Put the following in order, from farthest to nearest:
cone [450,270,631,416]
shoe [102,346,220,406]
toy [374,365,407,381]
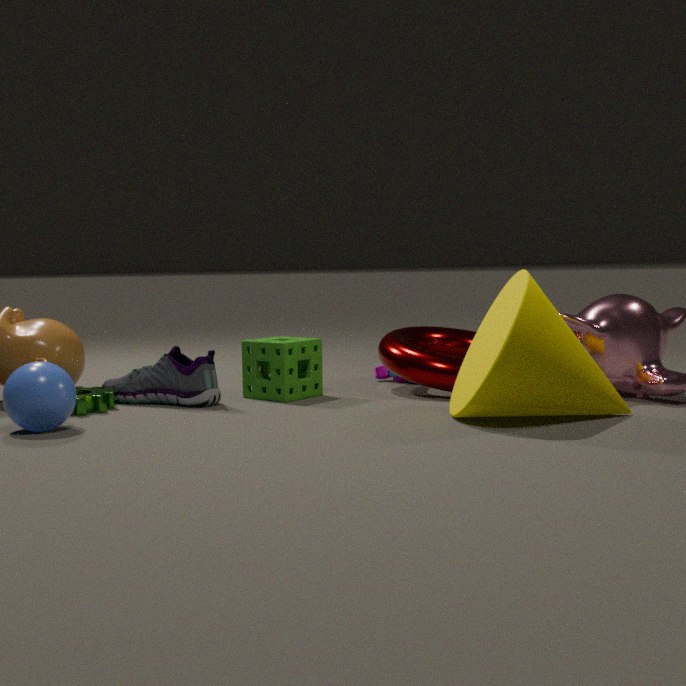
1. toy [374,365,407,381]
2. shoe [102,346,220,406]
3. cone [450,270,631,416]
